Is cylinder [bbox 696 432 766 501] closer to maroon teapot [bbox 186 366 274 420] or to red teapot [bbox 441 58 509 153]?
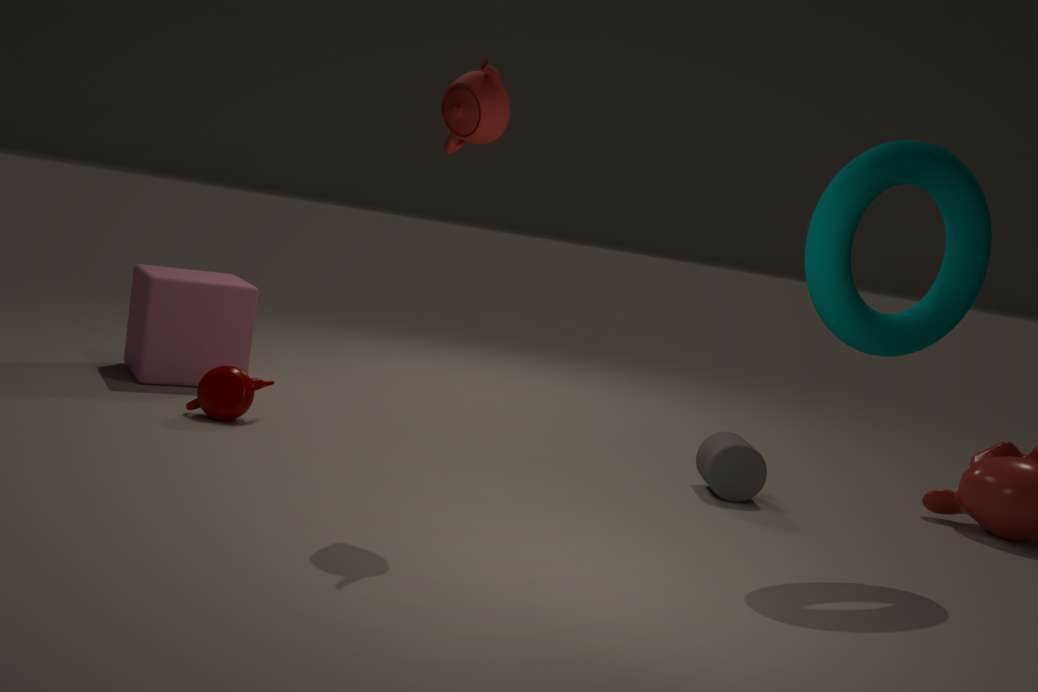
red teapot [bbox 441 58 509 153]
